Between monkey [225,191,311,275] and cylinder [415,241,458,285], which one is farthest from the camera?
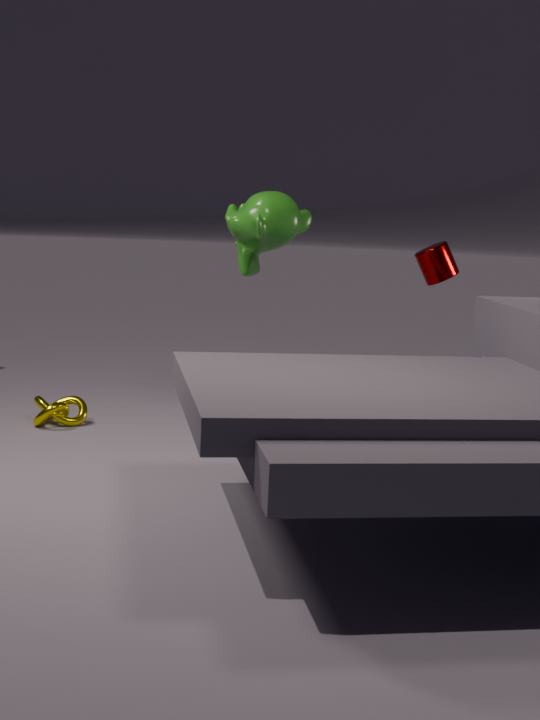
cylinder [415,241,458,285]
